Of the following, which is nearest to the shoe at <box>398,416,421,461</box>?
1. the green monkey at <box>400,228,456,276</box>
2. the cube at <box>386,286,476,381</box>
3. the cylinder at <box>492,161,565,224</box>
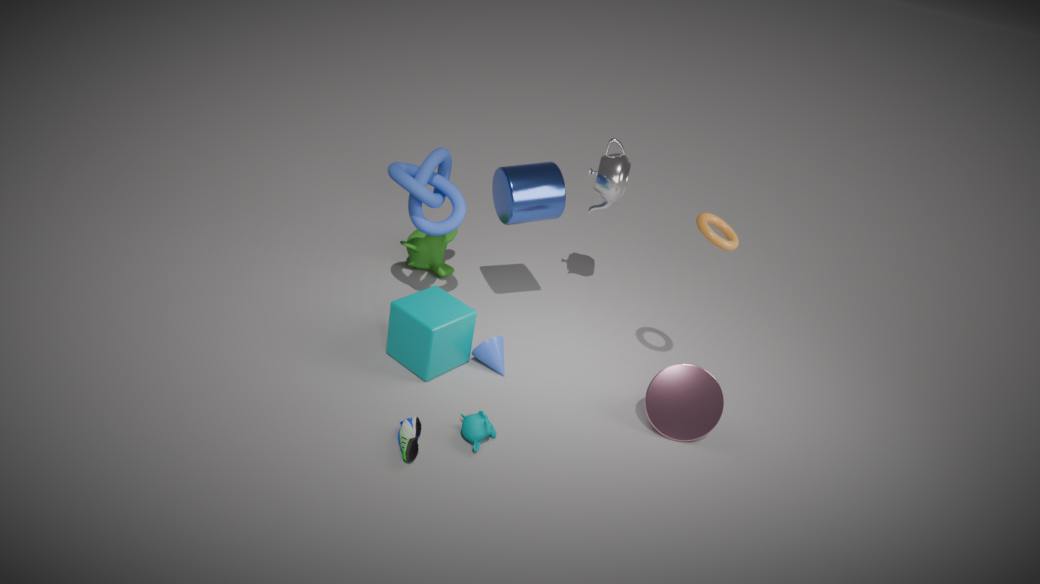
A: the cube at <box>386,286,476,381</box>
